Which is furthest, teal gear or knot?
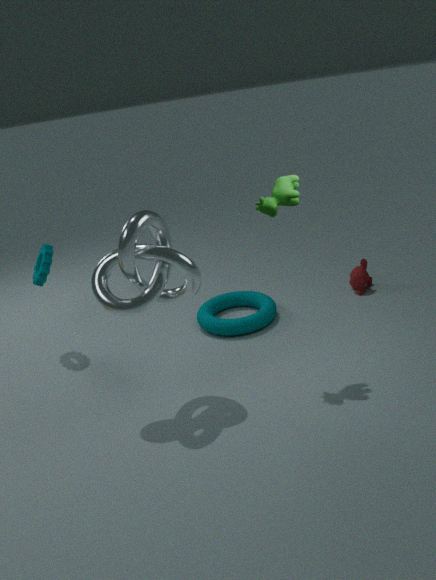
teal gear
